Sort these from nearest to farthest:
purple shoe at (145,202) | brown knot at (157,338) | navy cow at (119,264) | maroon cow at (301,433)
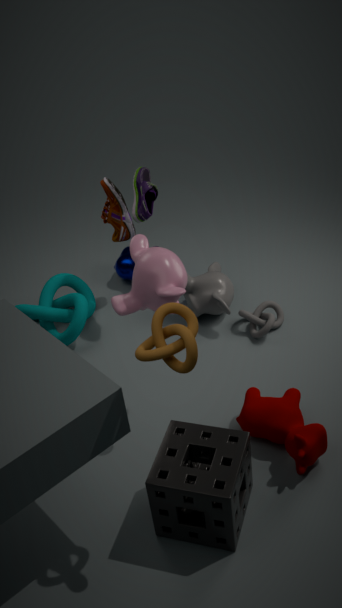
brown knot at (157,338)
maroon cow at (301,433)
purple shoe at (145,202)
navy cow at (119,264)
